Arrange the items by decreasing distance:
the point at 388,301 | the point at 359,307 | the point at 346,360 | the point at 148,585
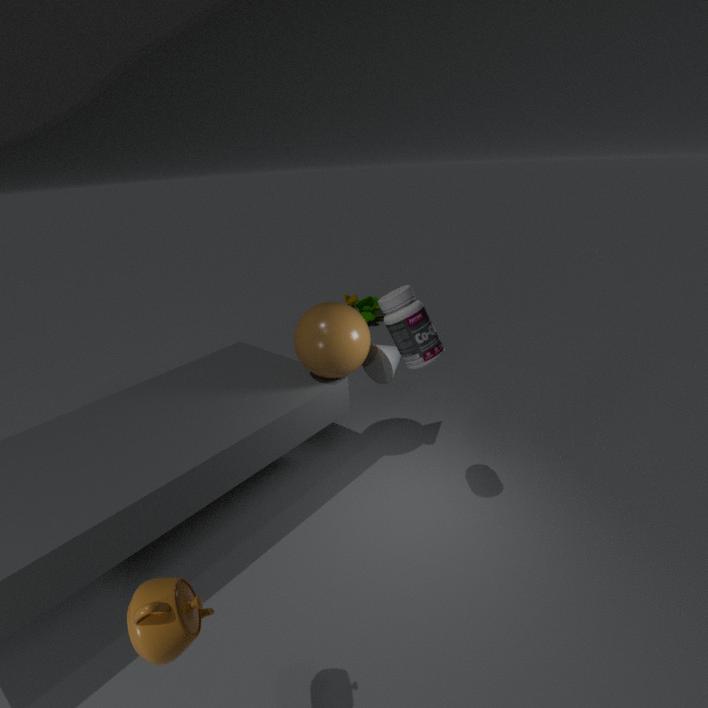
the point at 359,307 < the point at 346,360 < the point at 388,301 < the point at 148,585
